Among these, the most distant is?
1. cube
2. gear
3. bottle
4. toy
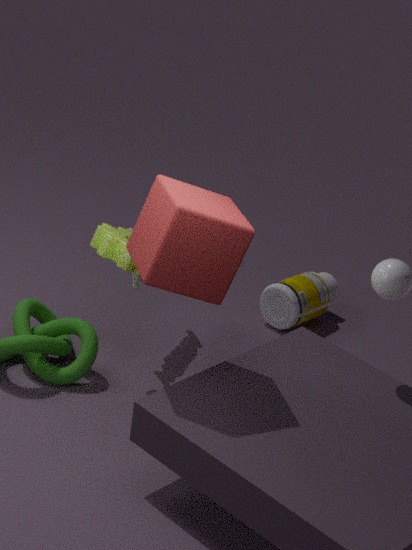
bottle
